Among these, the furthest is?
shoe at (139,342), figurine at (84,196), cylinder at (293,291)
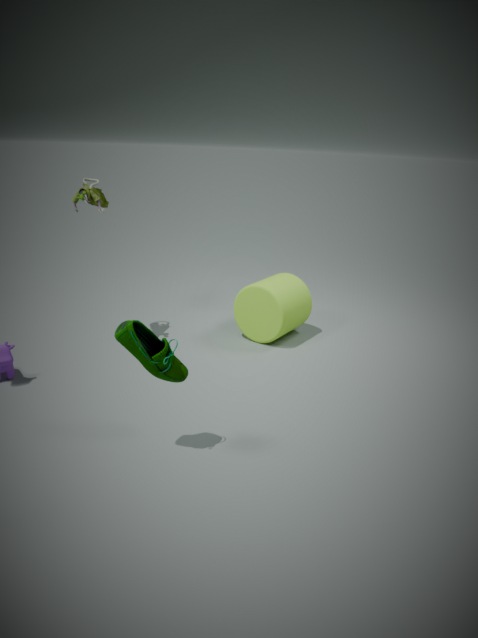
cylinder at (293,291)
